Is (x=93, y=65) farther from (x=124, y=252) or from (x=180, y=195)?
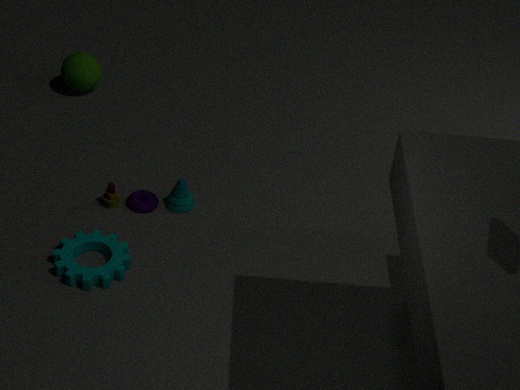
(x=124, y=252)
